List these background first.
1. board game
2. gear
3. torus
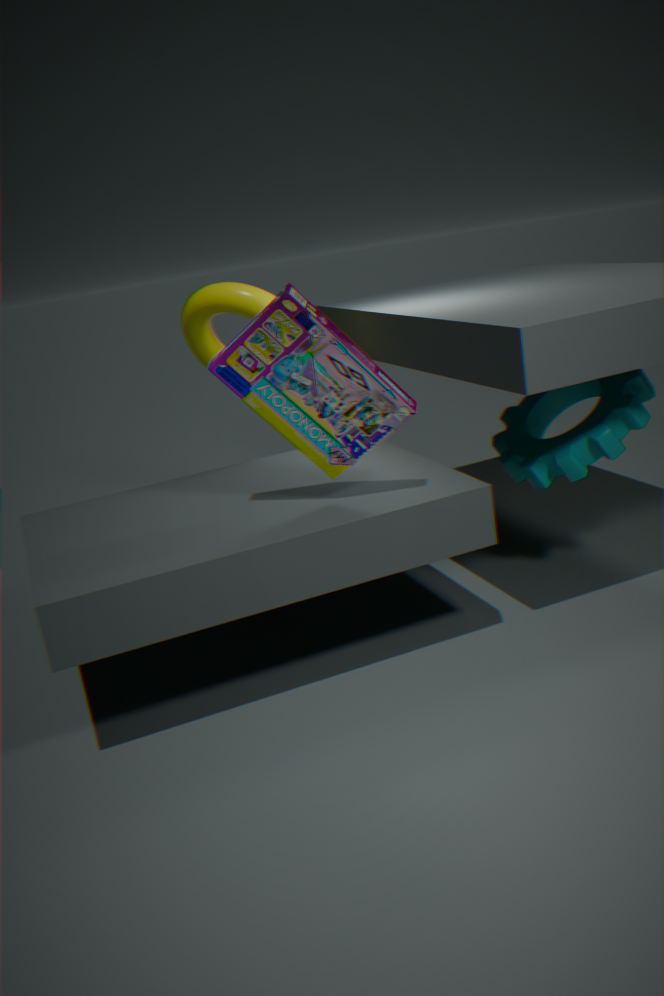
1. torus
2. gear
3. board game
